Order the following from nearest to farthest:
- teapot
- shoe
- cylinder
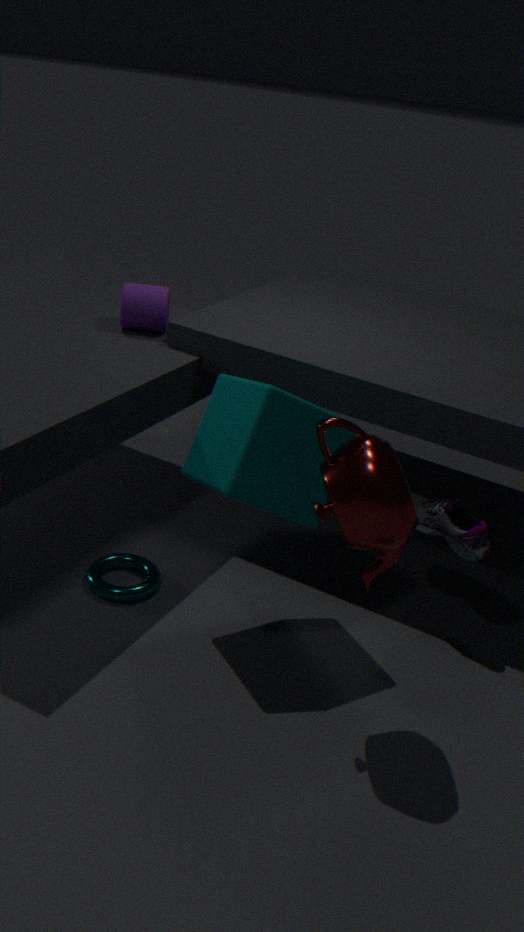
Result: teapot → shoe → cylinder
